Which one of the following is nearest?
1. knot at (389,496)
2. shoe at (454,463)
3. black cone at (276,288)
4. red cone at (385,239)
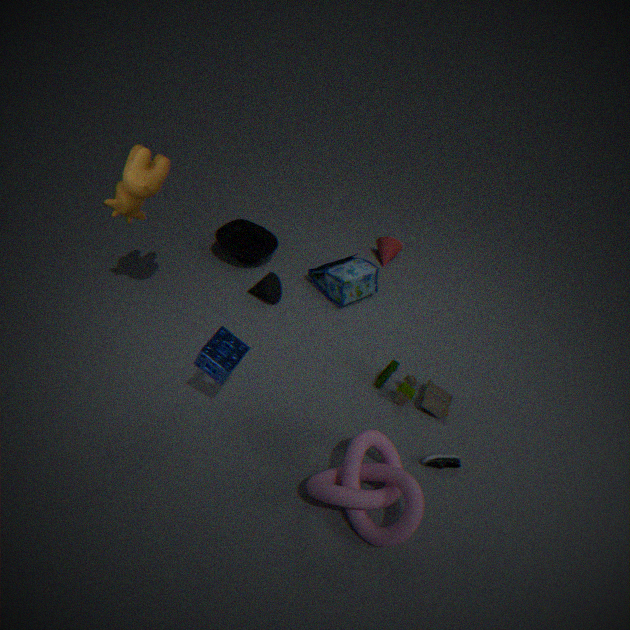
knot at (389,496)
